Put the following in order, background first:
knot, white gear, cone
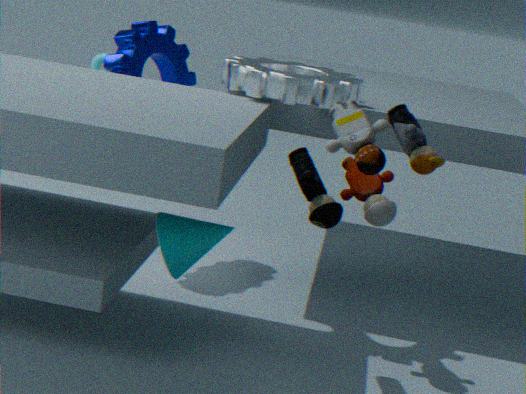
knot < white gear < cone
